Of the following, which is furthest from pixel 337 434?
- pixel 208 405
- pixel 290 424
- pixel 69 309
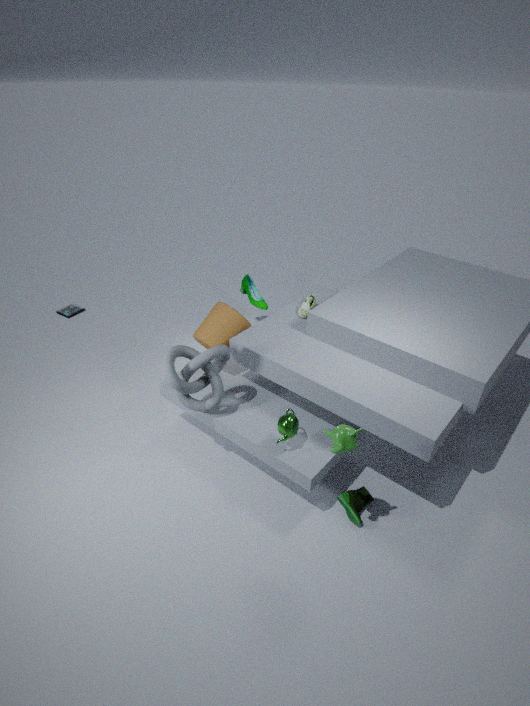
pixel 69 309
